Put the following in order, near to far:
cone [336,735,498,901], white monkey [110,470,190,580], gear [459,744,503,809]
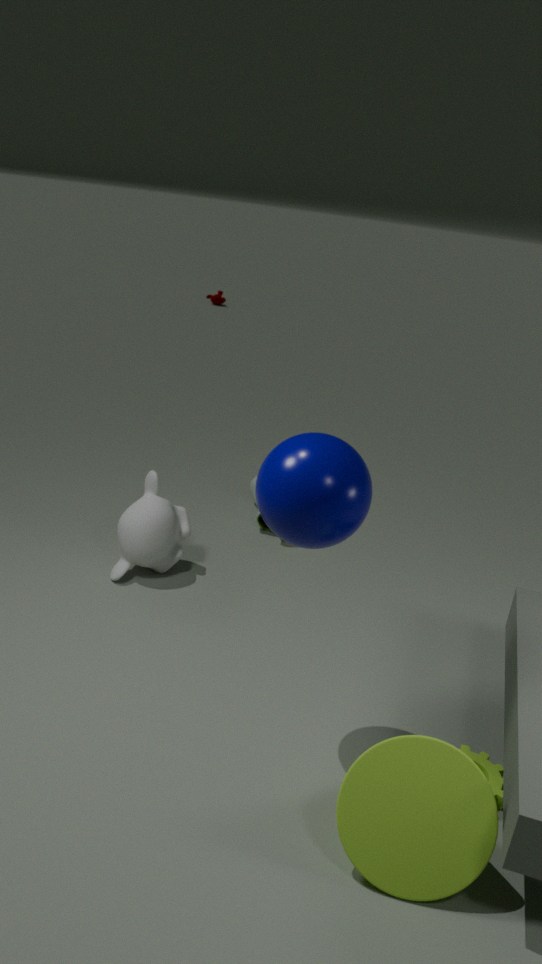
cone [336,735,498,901]
gear [459,744,503,809]
white monkey [110,470,190,580]
